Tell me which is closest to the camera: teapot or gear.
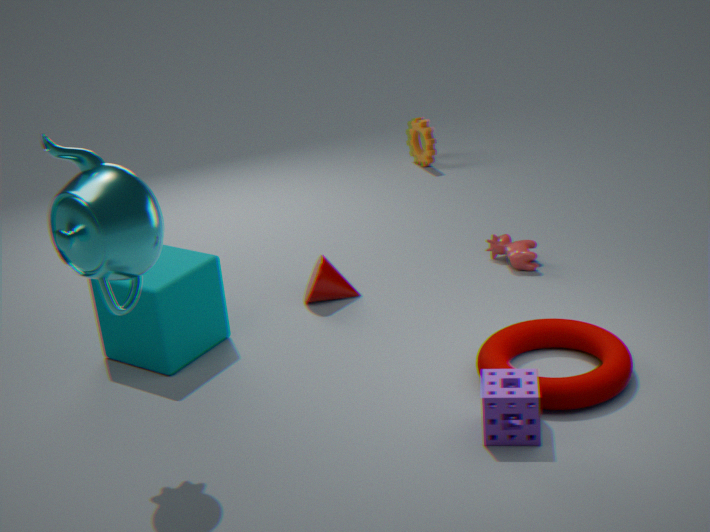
teapot
